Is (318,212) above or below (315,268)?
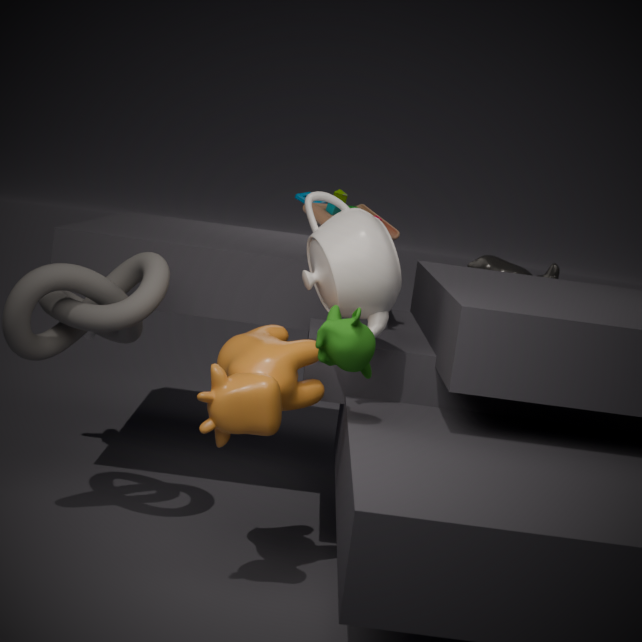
above
